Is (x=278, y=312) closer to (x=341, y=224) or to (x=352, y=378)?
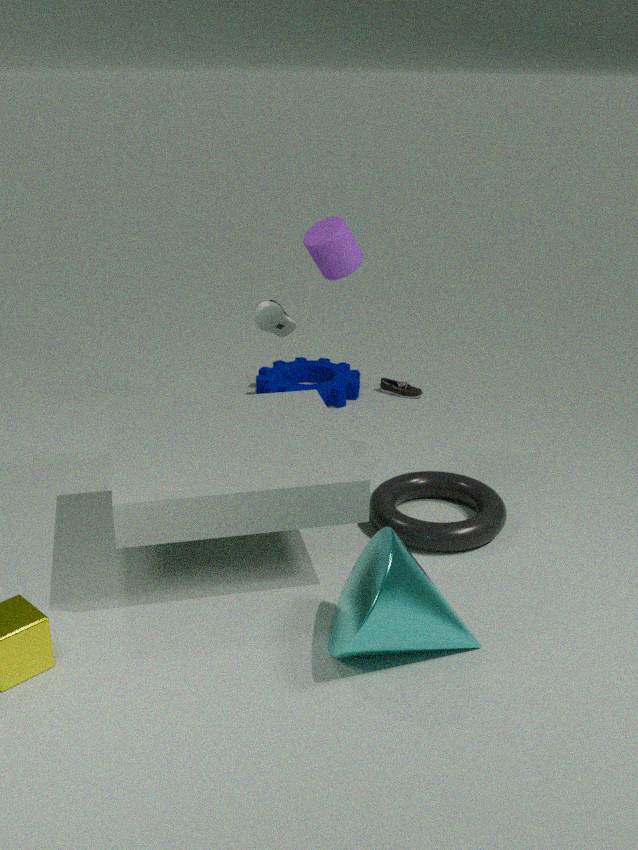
(x=341, y=224)
